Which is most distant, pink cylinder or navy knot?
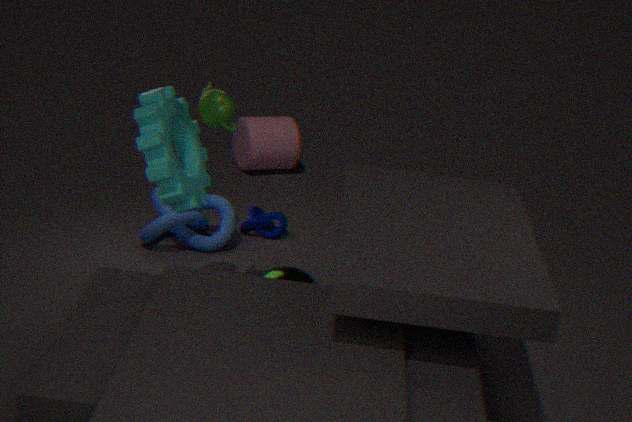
pink cylinder
